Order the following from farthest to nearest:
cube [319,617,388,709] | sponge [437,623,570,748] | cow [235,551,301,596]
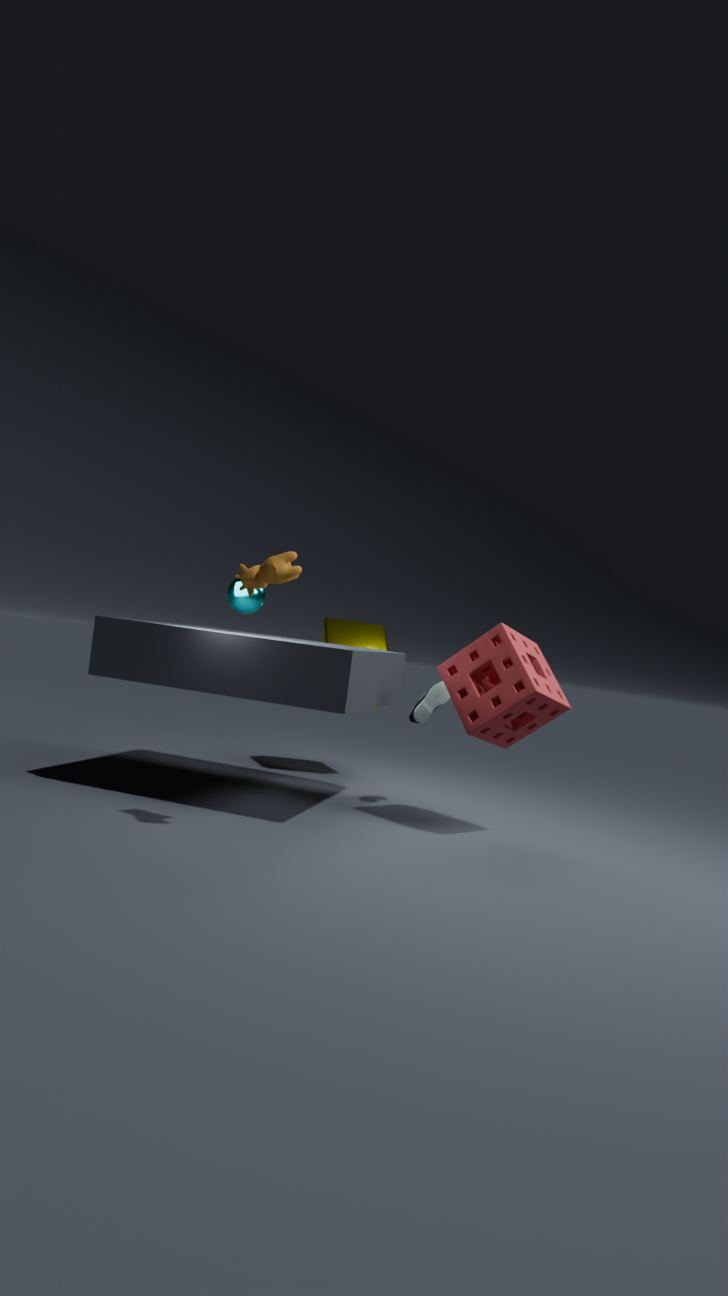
cube [319,617,388,709]
sponge [437,623,570,748]
cow [235,551,301,596]
